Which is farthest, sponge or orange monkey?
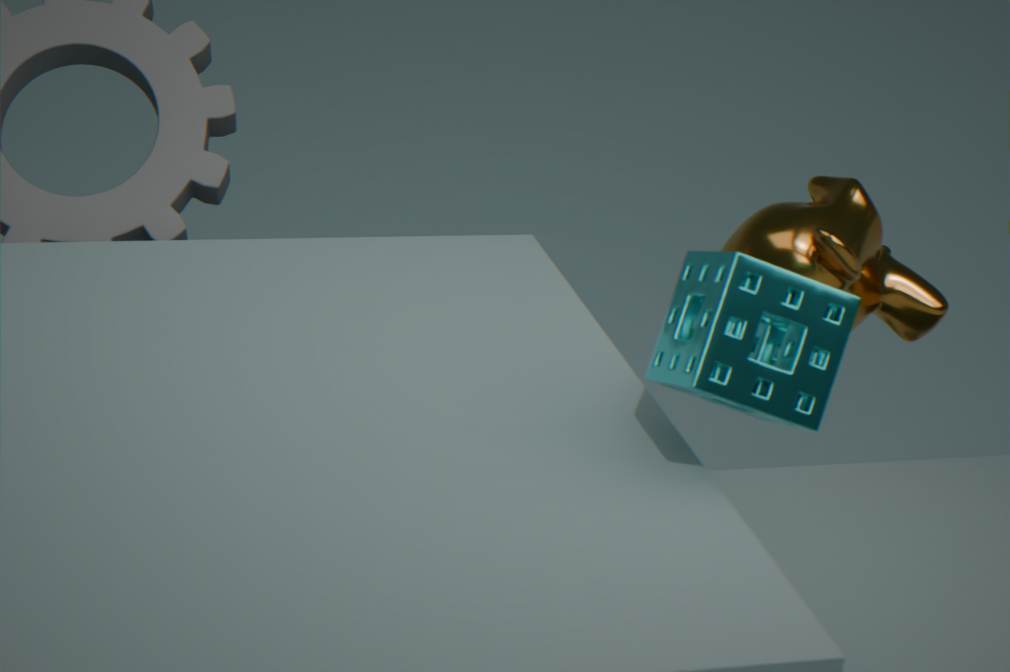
orange monkey
